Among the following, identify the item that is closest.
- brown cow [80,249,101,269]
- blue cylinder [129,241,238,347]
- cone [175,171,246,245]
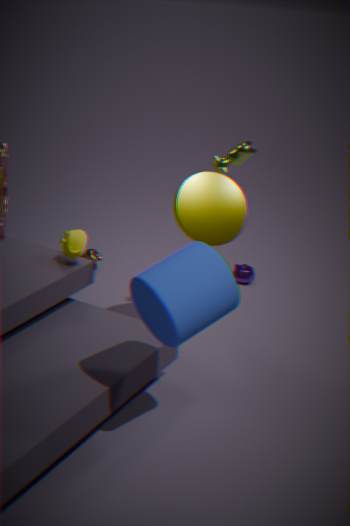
blue cylinder [129,241,238,347]
